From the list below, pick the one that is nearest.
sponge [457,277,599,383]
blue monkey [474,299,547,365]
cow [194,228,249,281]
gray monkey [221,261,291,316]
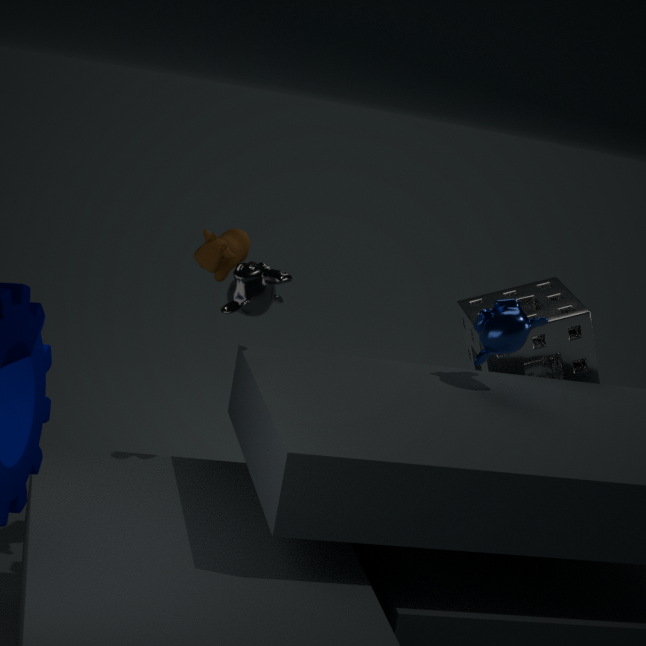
gray monkey [221,261,291,316]
